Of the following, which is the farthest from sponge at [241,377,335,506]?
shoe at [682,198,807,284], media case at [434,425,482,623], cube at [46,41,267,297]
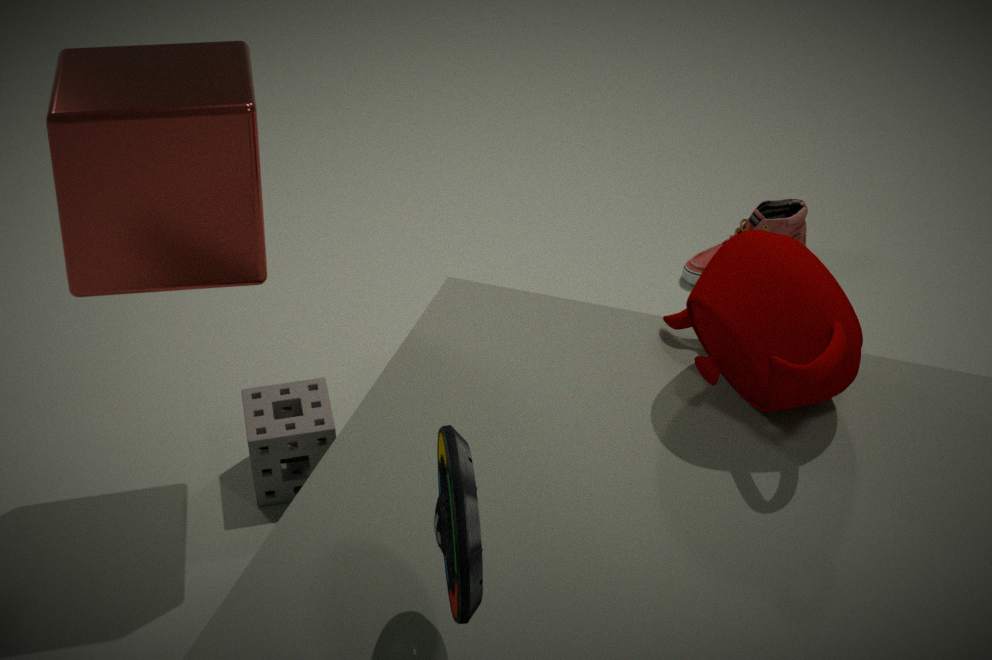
shoe at [682,198,807,284]
